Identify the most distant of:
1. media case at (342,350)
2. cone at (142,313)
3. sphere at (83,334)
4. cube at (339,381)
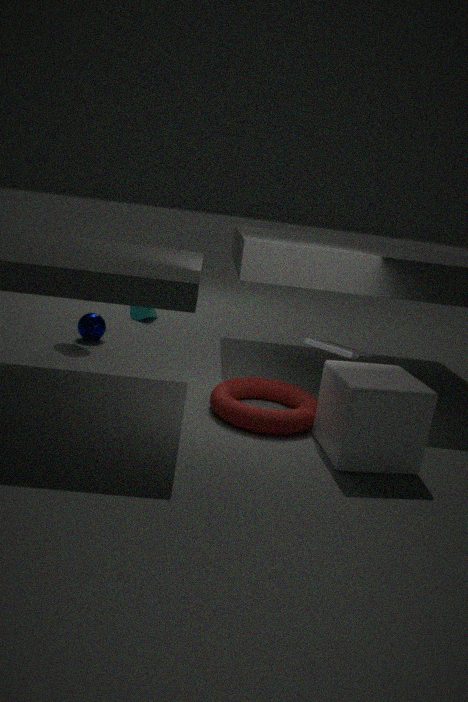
cone at (142,313)
